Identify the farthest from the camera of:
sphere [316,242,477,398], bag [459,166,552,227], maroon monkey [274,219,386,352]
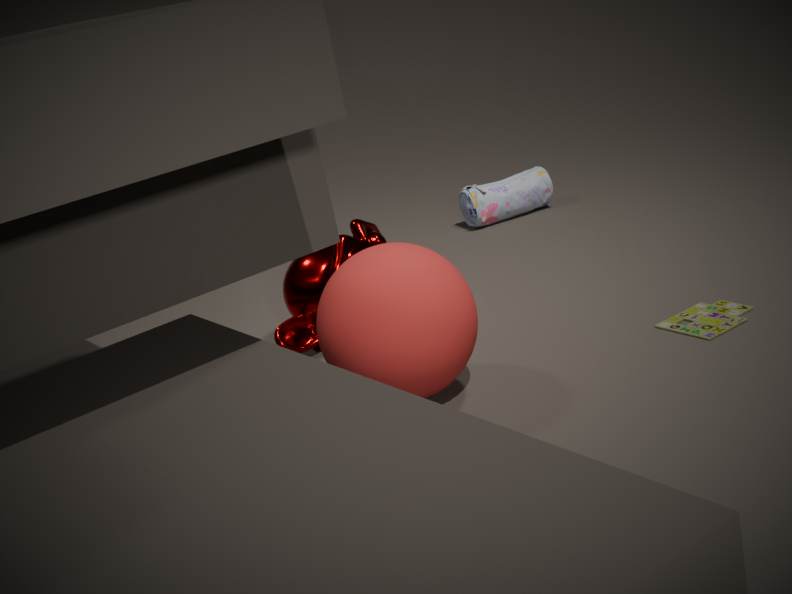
bag [459,166,552,227]
